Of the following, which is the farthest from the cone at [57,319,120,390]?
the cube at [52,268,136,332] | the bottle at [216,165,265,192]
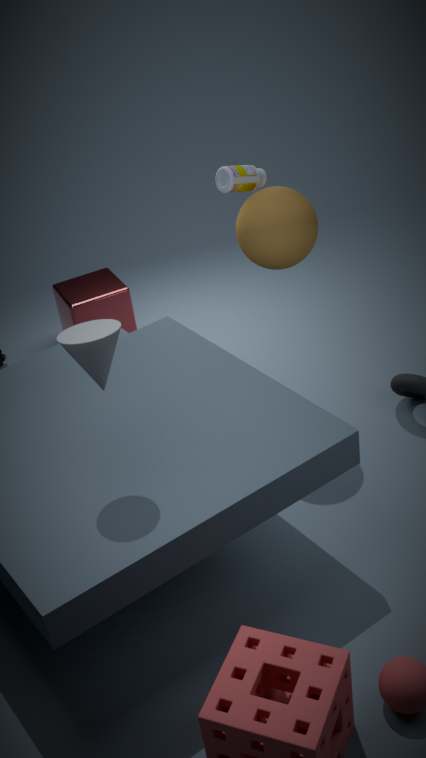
the cube at [52,268,136,332]
